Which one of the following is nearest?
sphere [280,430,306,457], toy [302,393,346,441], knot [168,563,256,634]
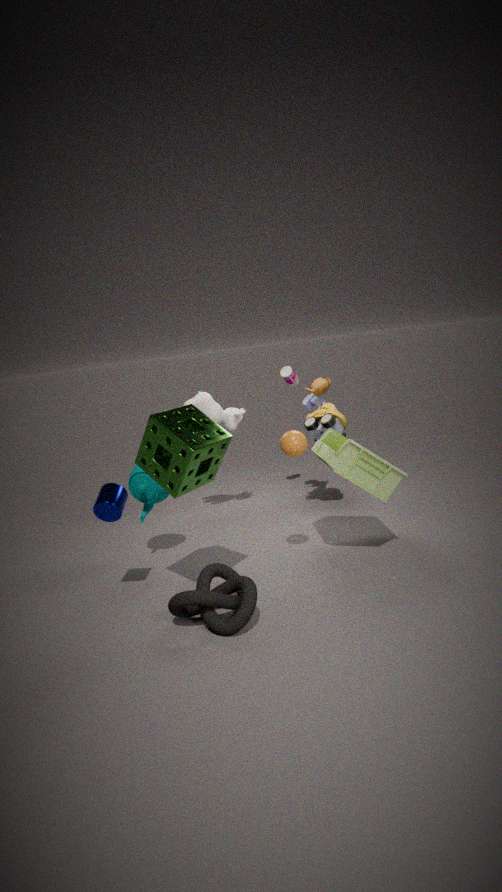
knot [168,563,256,634]
